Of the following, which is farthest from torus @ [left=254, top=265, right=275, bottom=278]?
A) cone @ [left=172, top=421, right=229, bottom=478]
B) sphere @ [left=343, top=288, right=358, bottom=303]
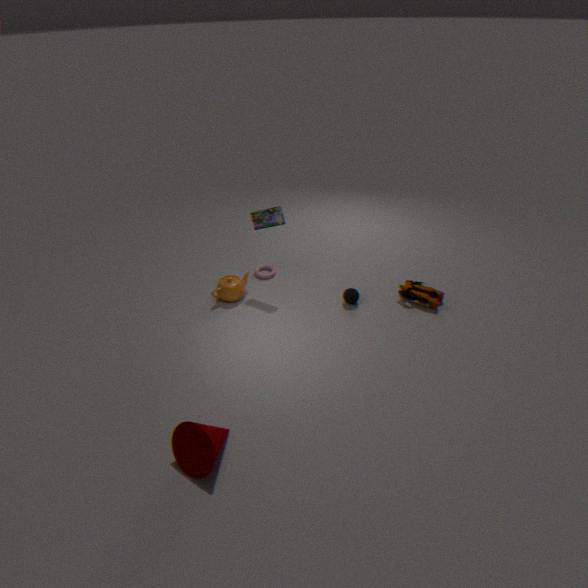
cone @ [left=172, top=421, right=229, bottom=478]
